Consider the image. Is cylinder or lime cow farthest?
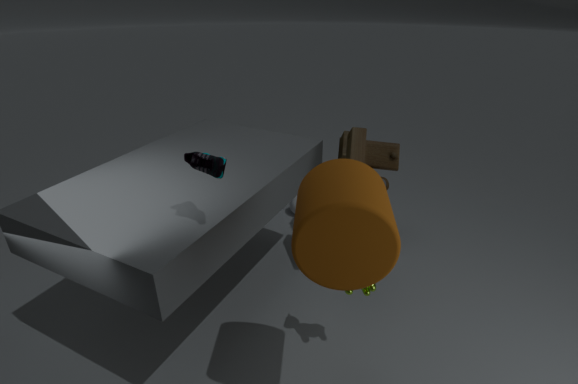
lime cow
